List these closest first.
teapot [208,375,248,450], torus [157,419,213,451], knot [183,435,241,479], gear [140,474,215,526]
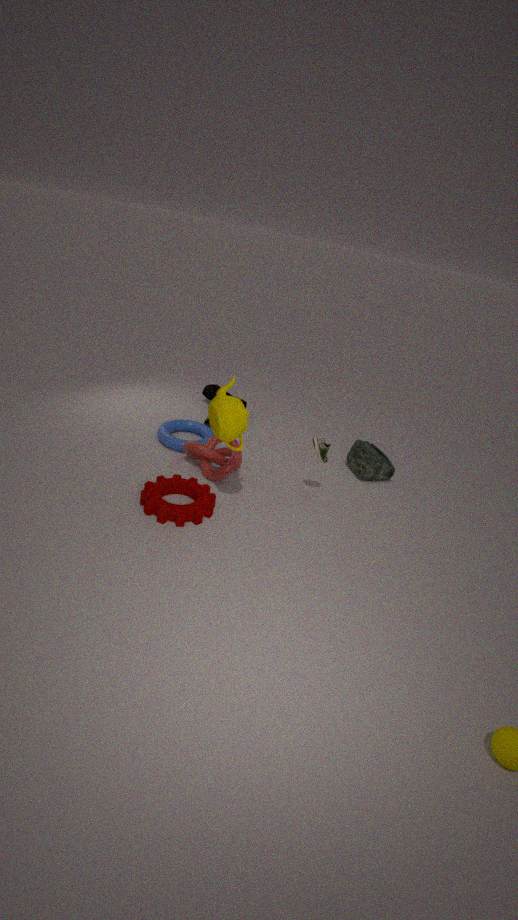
teapot [208,375,248,450] < gear [140,474,215,526] < knot [183,435,241,479] < torus [157,419,213,451]
